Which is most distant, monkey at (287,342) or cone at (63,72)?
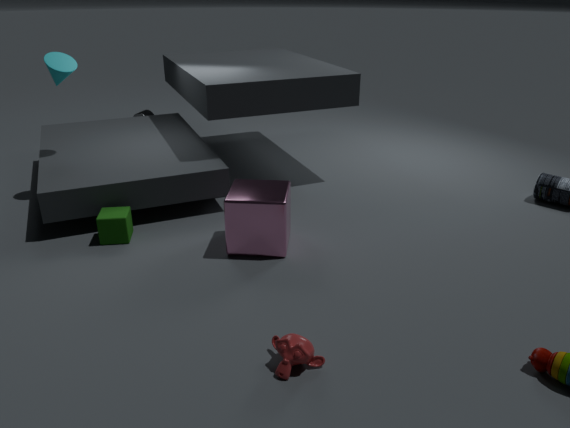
cone at (63,72)
